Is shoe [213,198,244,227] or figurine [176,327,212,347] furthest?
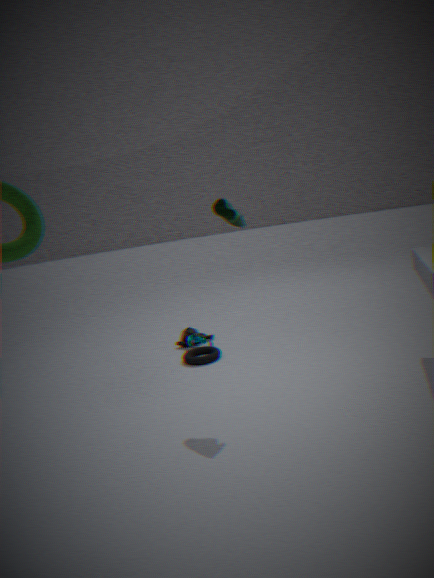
figurine [176,327,212,347]
